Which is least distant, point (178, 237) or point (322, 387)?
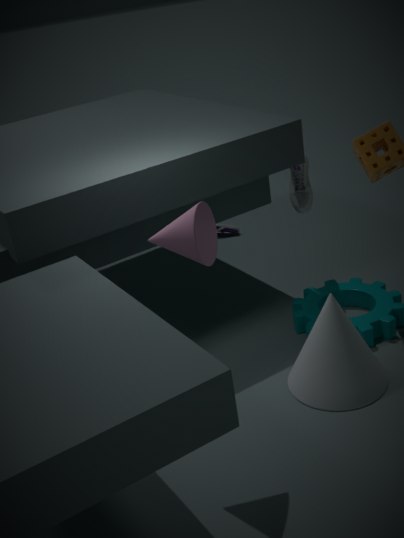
point (178, 237)
